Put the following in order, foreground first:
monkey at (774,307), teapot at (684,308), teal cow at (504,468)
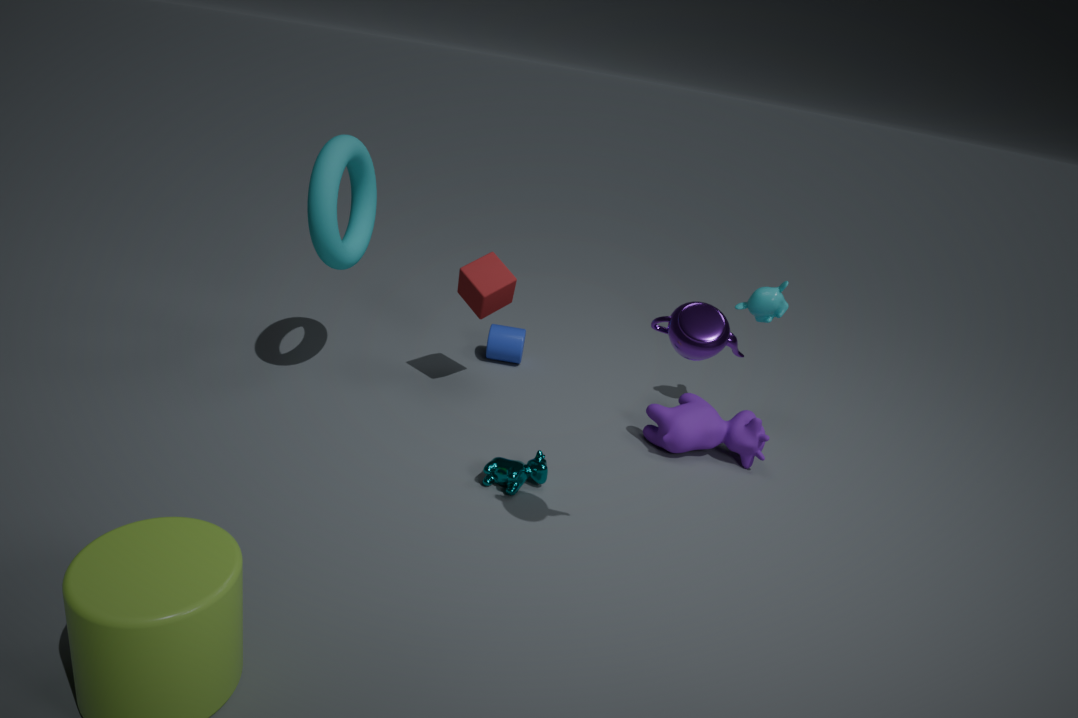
teapot at (684,308), teal cow at (504,468), monkey at (774,307)
